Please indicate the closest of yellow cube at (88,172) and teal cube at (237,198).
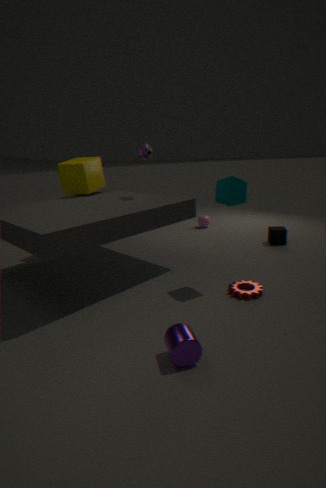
teal cube at (237,198)
